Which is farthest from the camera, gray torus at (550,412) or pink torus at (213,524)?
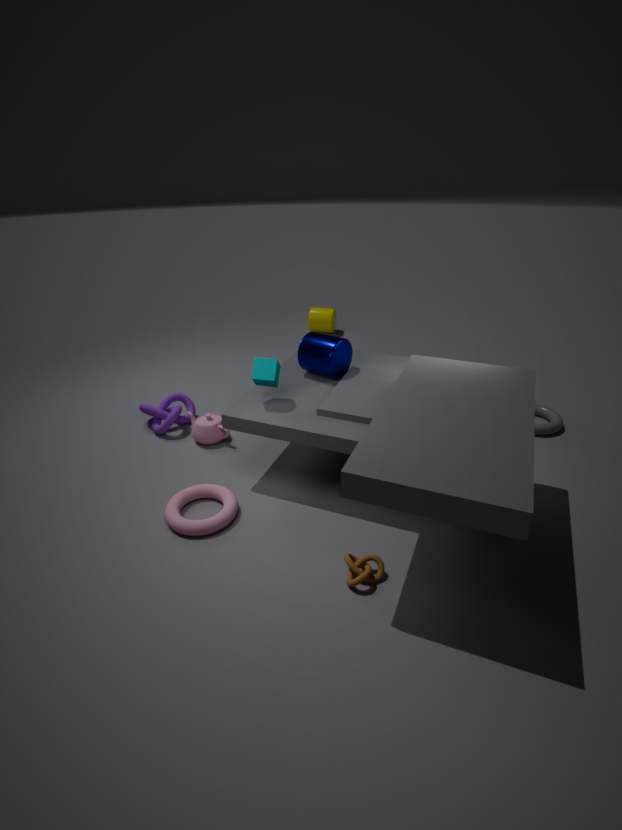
gray torus at (550,412)
